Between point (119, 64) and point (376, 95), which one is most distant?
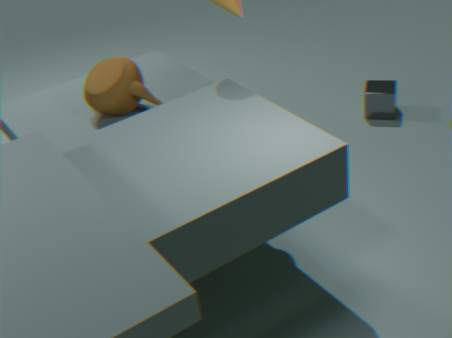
point (376, 95)
